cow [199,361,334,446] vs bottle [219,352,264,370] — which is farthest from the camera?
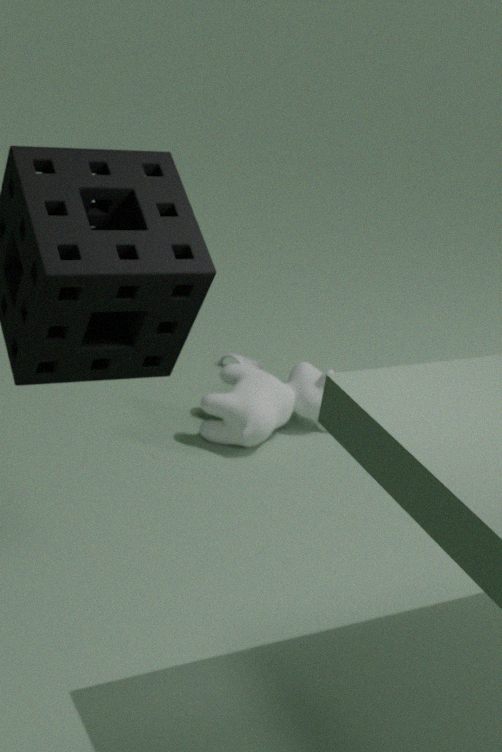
bottle [219,352,264,370]
